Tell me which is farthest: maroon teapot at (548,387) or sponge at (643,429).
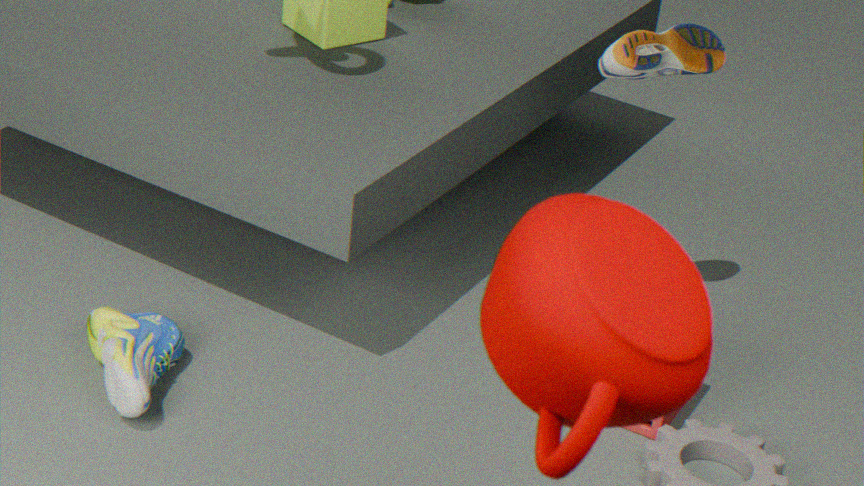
sponge at (643,429)
